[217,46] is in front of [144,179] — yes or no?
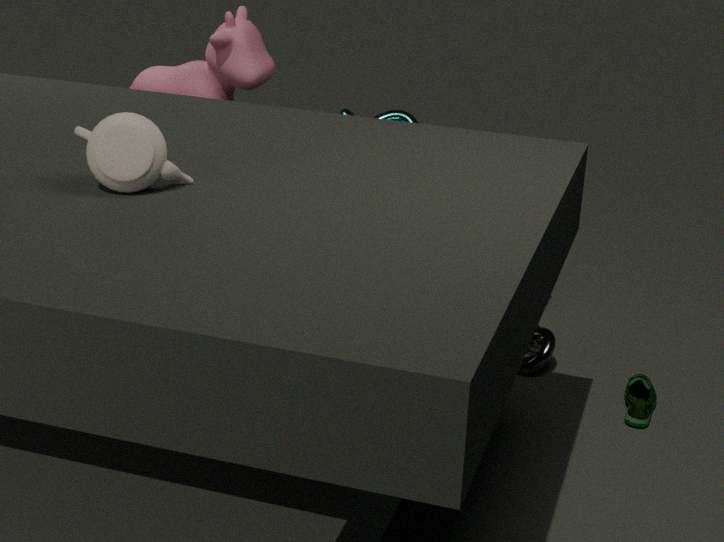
No
